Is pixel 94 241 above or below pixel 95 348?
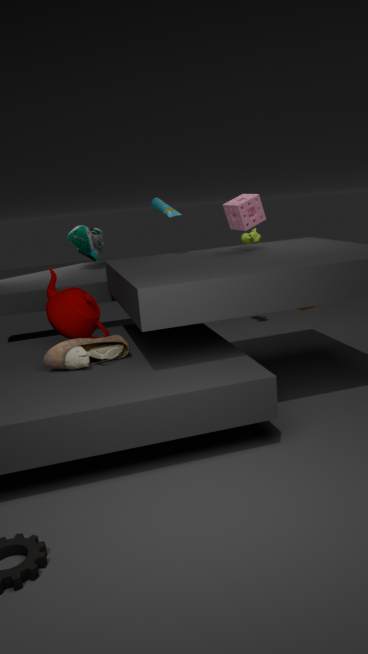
above
